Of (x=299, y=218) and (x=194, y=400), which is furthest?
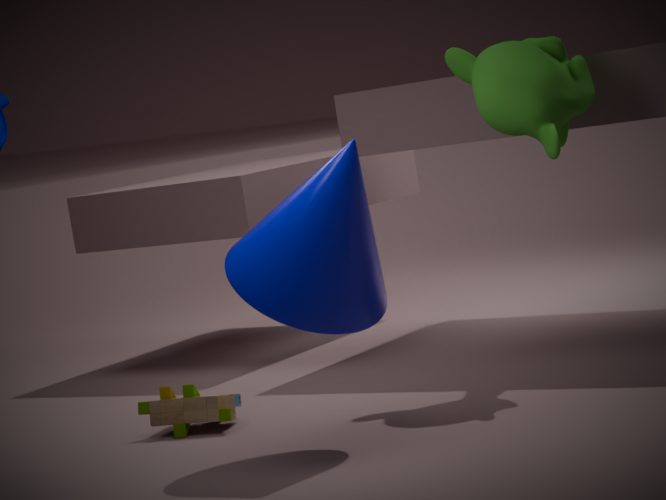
(x=194, y=400)
